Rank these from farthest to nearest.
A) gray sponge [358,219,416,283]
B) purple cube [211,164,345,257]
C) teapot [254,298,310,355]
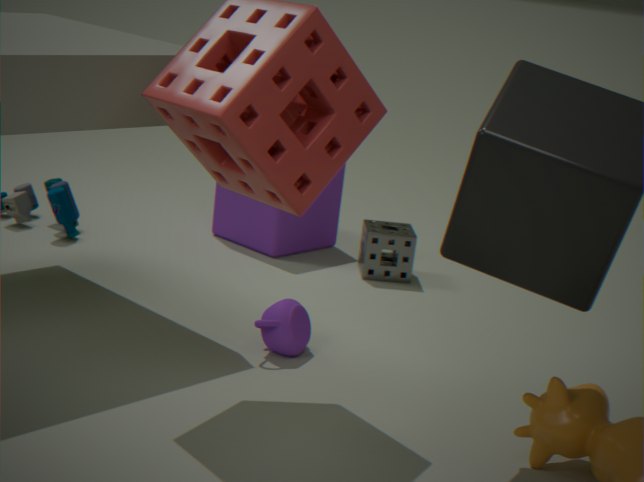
purple cube [211,164,345,257]
gray sponge [358,219,416,283]
teapot [254,298,310,355]
